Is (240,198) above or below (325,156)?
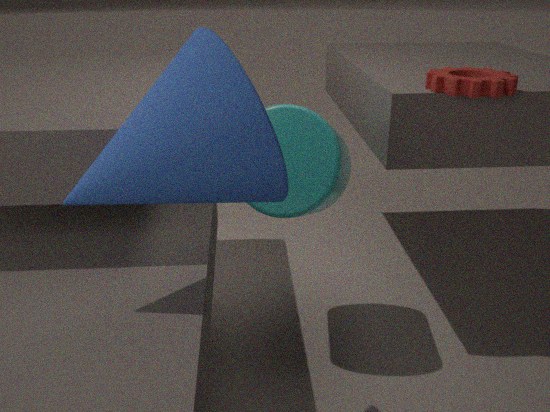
above
